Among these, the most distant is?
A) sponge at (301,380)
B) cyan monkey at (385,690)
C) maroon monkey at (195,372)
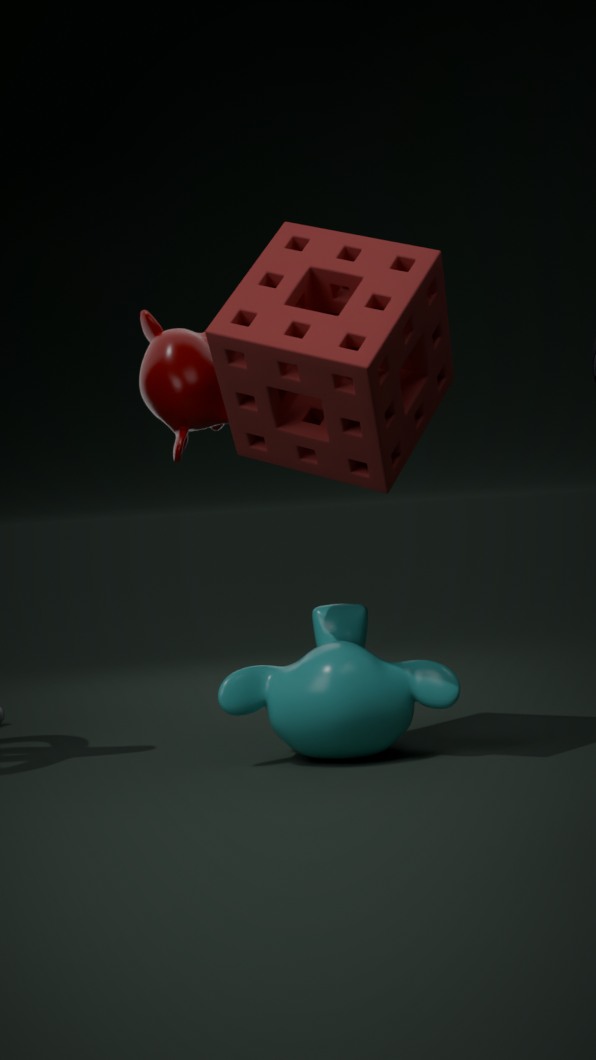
maroon monkey at (195,372)
